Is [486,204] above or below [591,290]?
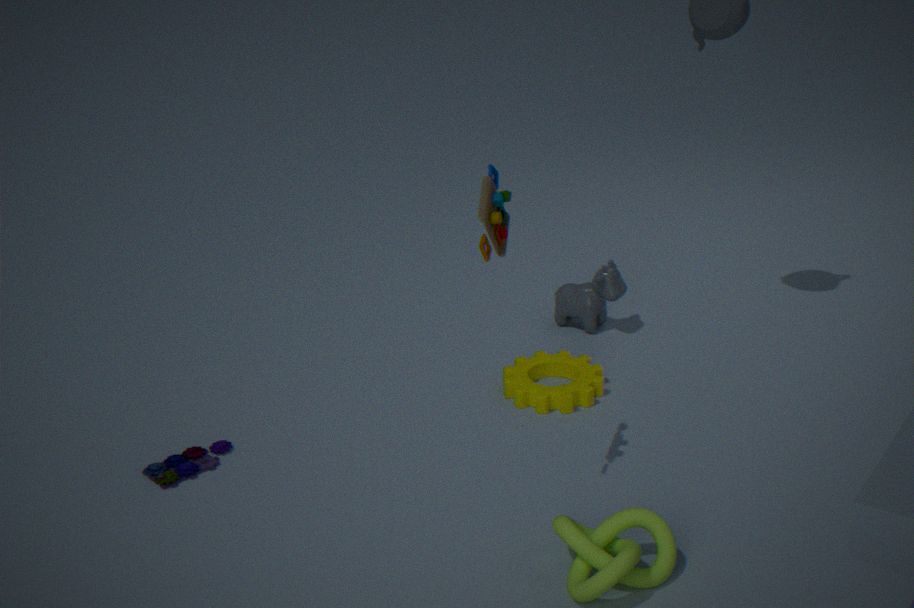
above
